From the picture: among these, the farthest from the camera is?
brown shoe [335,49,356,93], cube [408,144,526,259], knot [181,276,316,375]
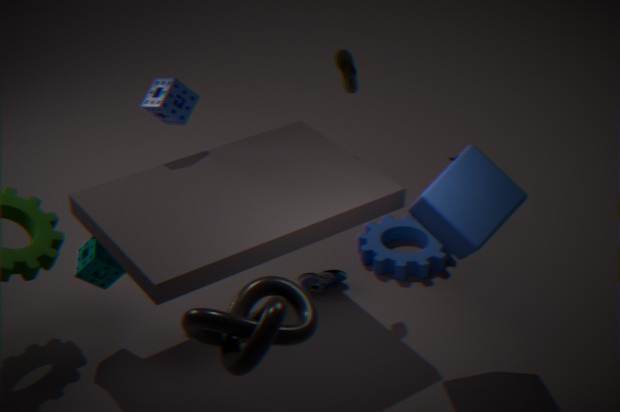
brown shoe [335,49,356,93]
